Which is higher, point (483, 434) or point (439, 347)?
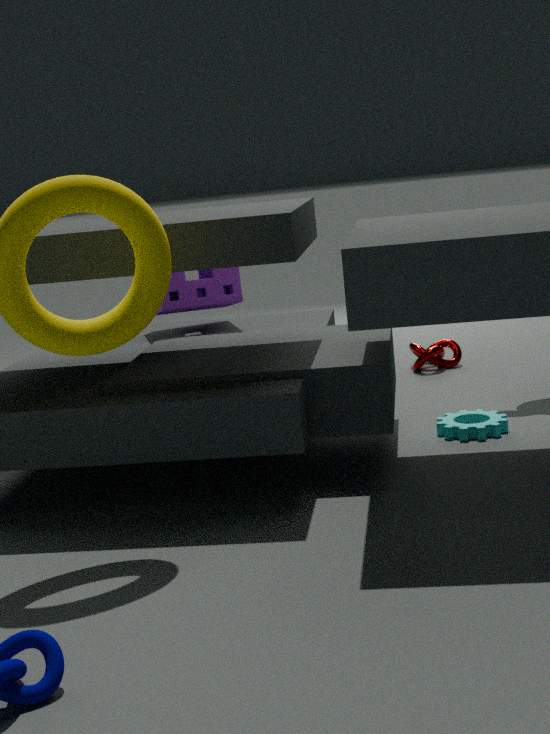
point (439, 347)
